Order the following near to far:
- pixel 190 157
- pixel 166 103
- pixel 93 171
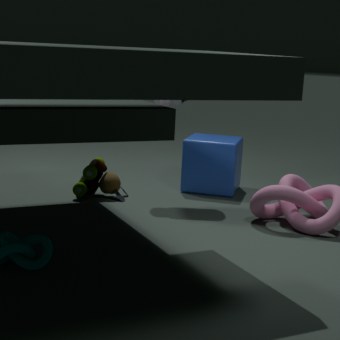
pixel 93 171 < pixel 166 103 < pixel 190 157
